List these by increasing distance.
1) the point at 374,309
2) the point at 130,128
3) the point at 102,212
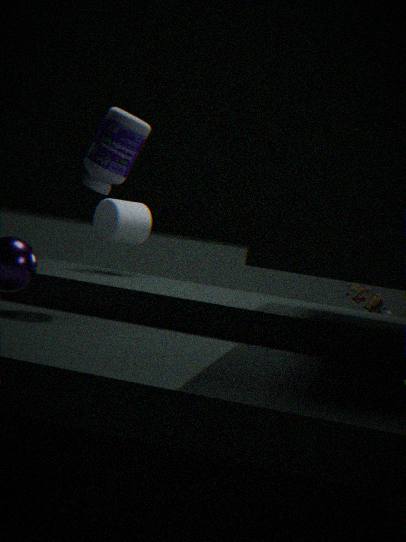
1. 2. the point at 130,128
2. 3. the point at 102,212
3. 1. the point at 374,309
